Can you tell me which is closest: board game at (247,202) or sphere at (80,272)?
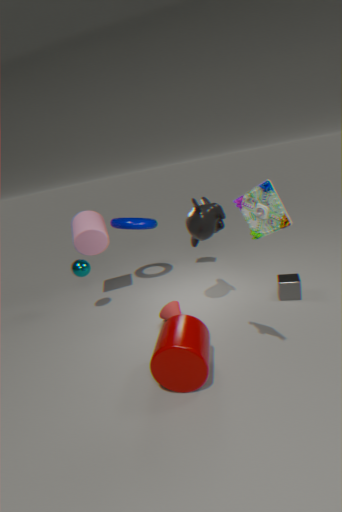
board game at (247,202)
